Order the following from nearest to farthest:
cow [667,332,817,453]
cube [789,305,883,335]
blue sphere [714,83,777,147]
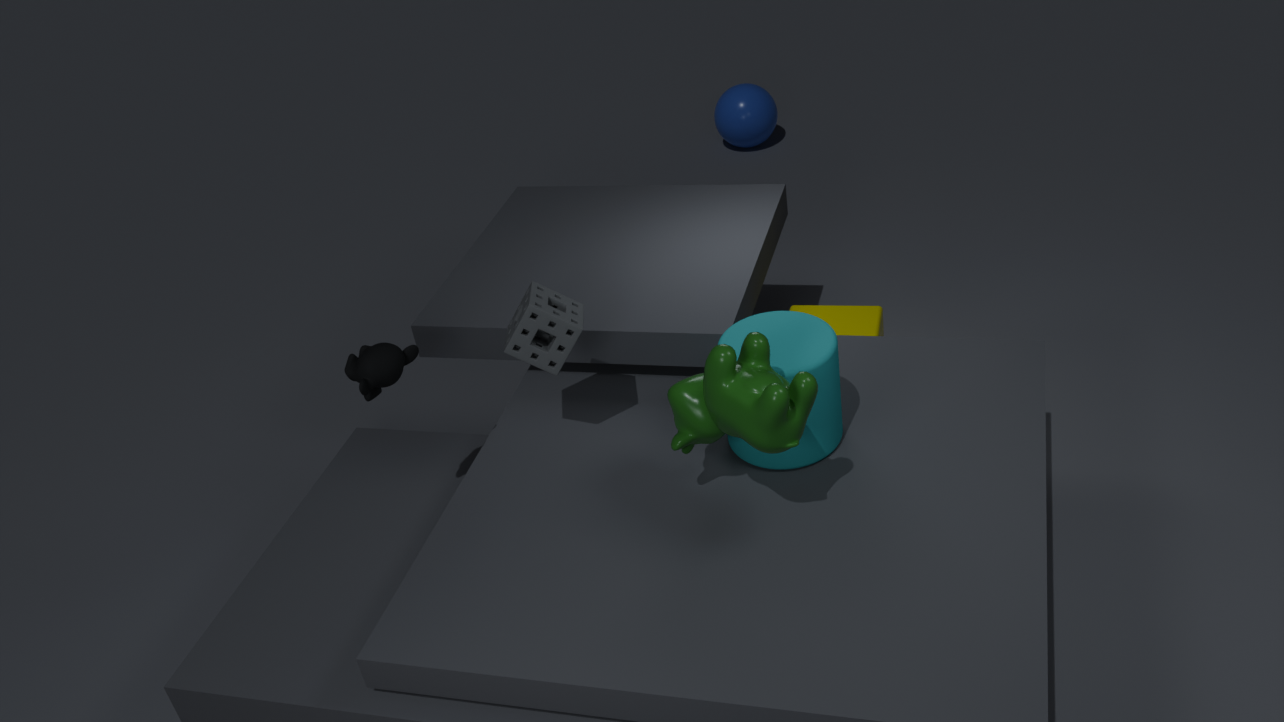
cow [667,332,817,453]
cube [789,305,883,335]
blue sphere [714,83,777,147]
